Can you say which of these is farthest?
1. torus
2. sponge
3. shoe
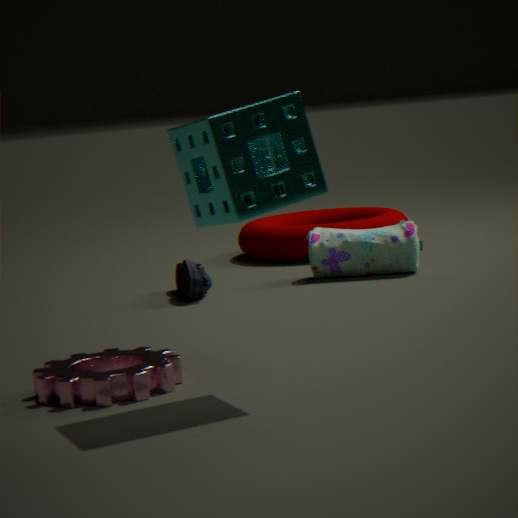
torus
